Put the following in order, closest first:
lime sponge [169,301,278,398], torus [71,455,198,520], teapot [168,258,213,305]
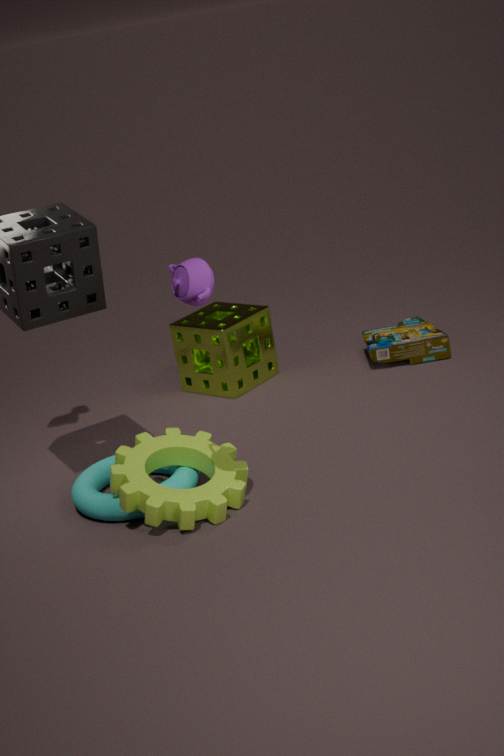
1. teapot [168,258,213,305]
2. torus [71,455,198,520]
3. lime sponge [169,301,278,398]
